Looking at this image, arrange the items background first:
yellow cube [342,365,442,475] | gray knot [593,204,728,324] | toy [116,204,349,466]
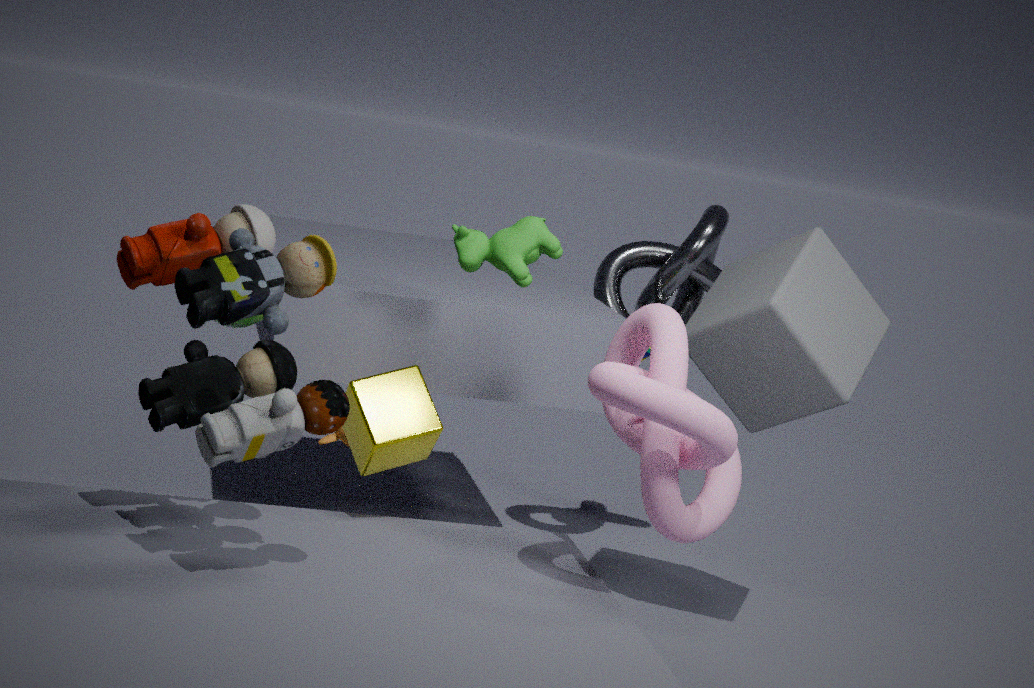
1. gray knot [593,204,728,324]
2. yellow cube [342,365,442,475]
3. toy [116,204,349,466]
